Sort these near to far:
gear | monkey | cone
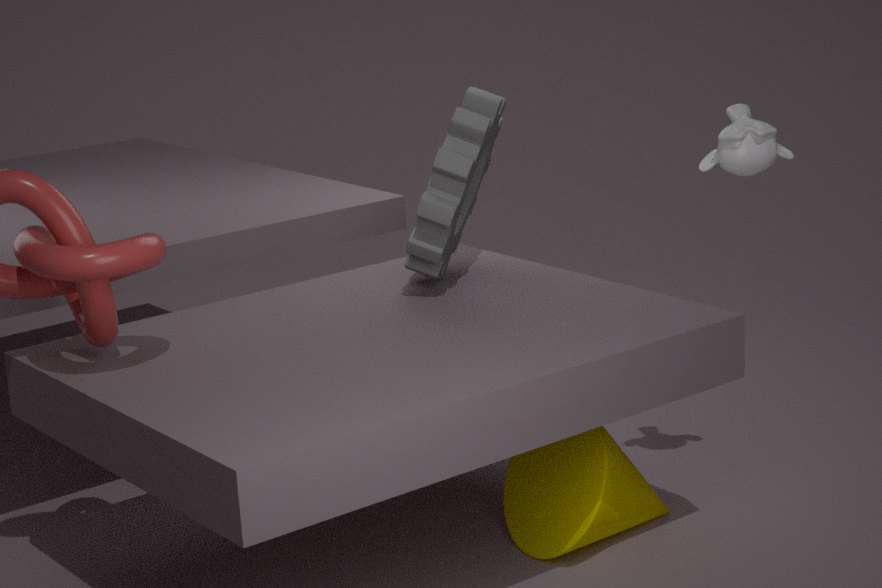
cone
monkey
gear
